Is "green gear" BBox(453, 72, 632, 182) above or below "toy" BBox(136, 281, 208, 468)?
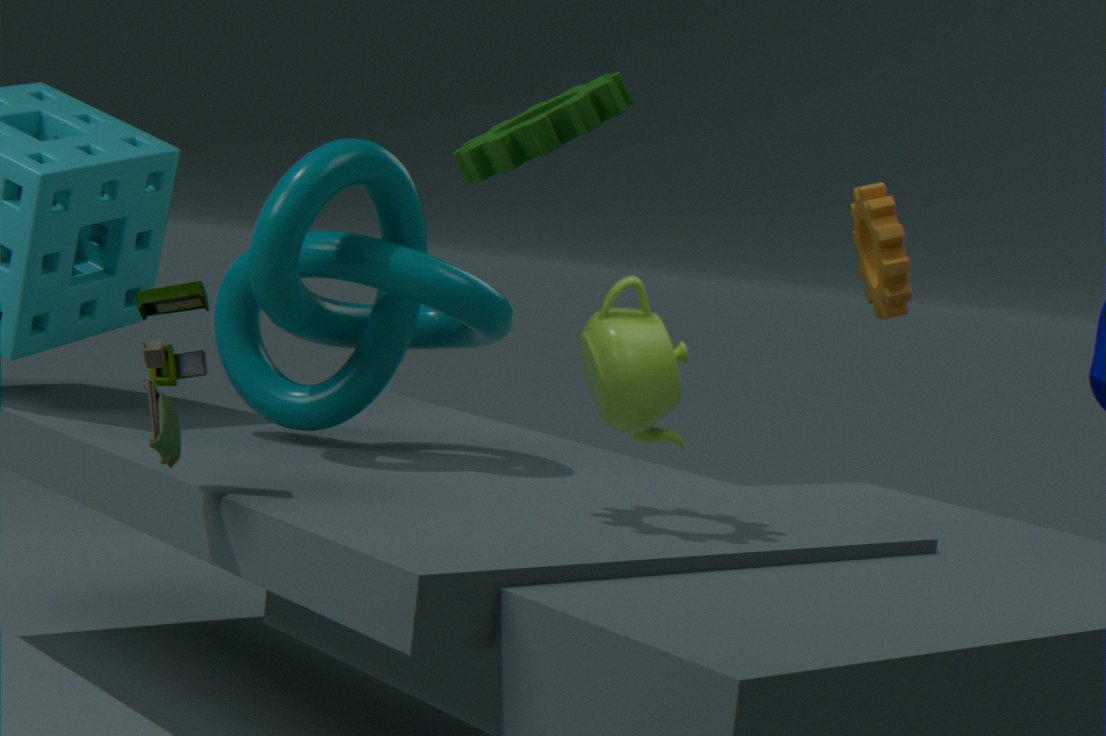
above
